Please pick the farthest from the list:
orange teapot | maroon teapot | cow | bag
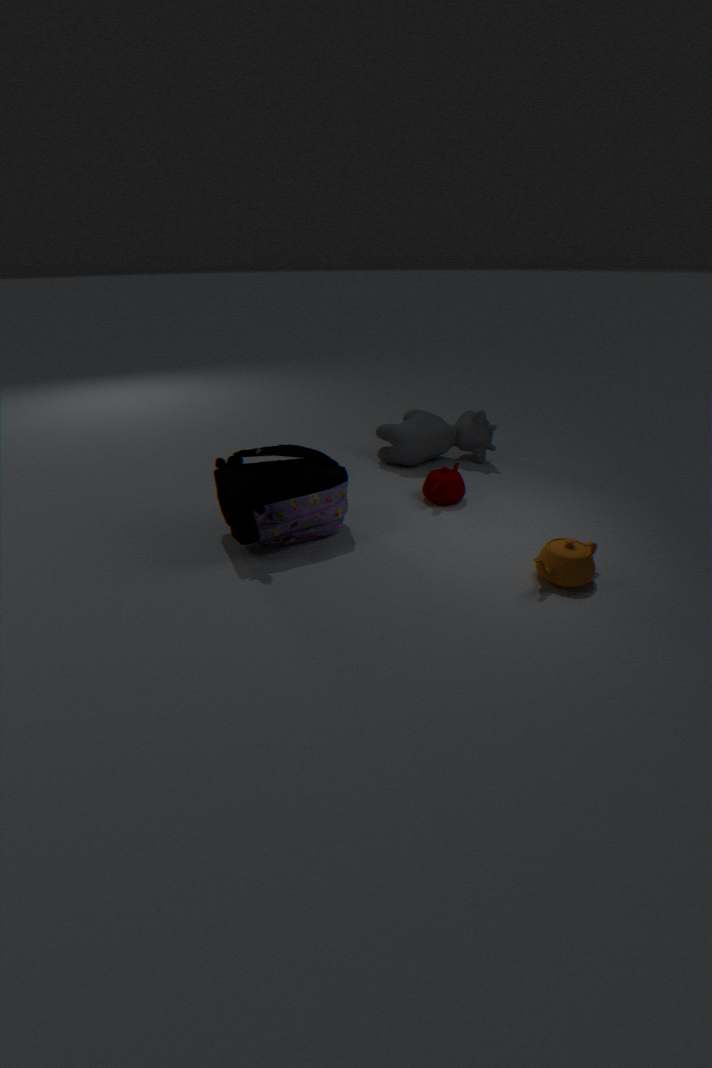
cow
